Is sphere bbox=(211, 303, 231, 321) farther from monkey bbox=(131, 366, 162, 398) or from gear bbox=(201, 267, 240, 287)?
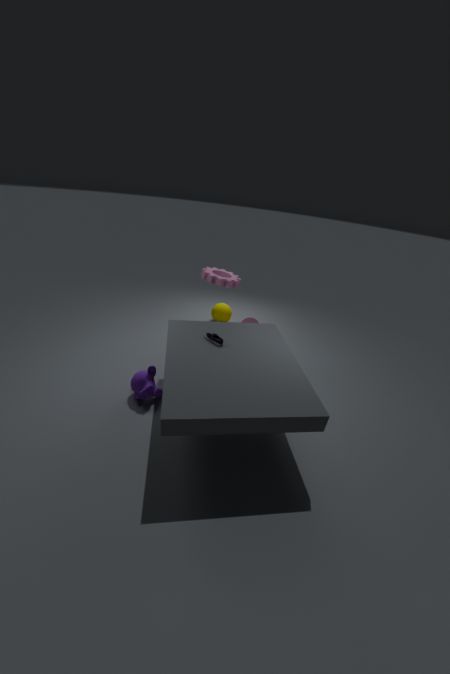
monkey bbox=(131, 366, 162, 398)
